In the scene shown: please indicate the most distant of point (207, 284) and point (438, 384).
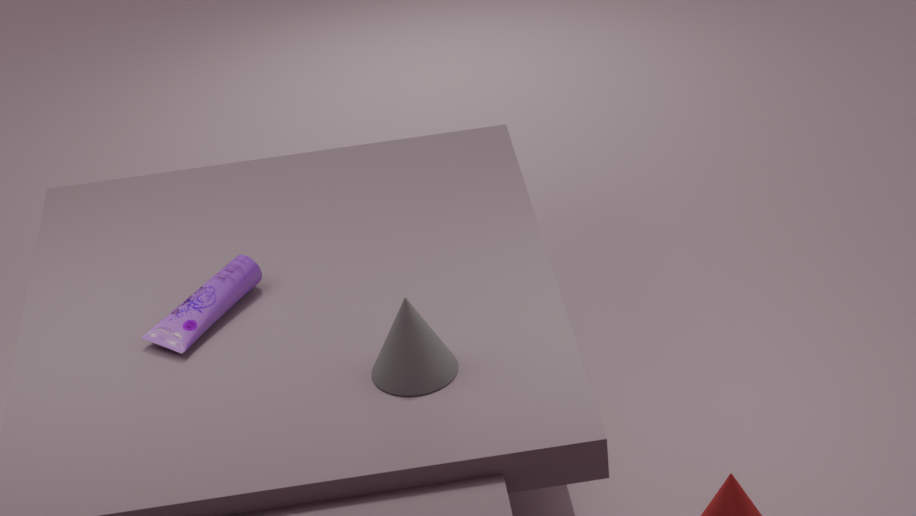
point (207, 284)
